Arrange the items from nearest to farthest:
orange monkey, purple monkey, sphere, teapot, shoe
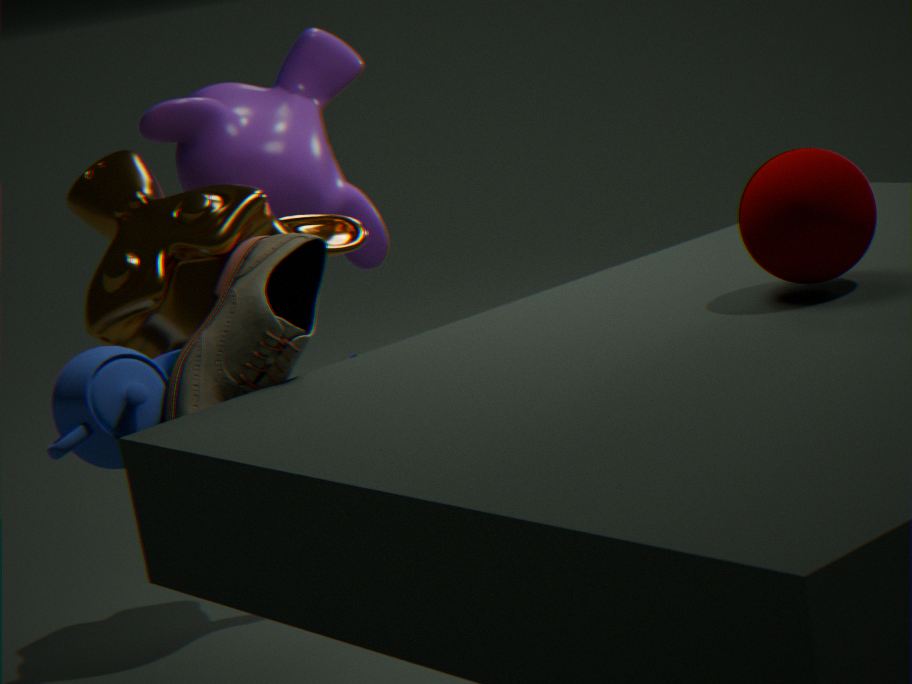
sphere → teapot → shoe → orange monkey → purple monkey
